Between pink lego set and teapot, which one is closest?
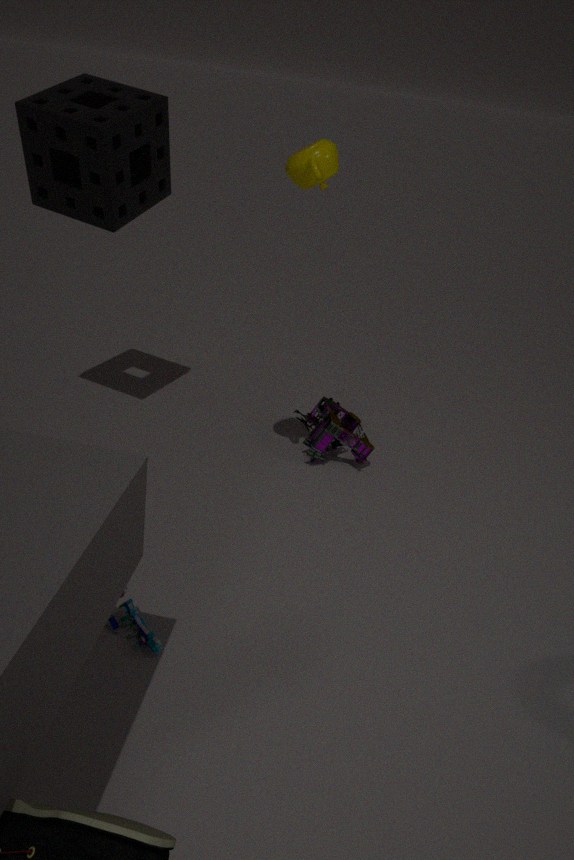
teapot
